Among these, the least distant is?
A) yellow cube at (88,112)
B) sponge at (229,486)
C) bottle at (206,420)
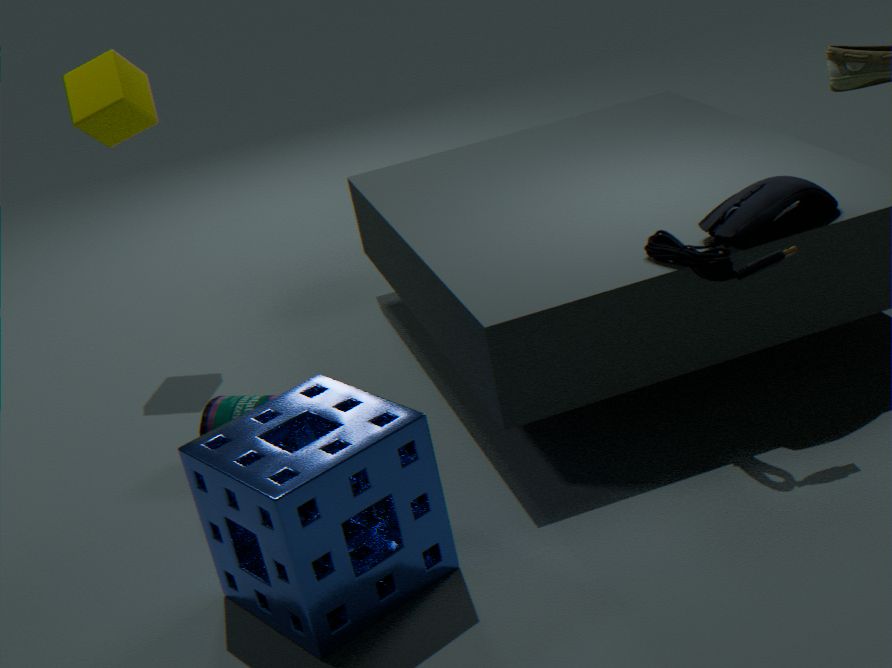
sponge at (229,486)
